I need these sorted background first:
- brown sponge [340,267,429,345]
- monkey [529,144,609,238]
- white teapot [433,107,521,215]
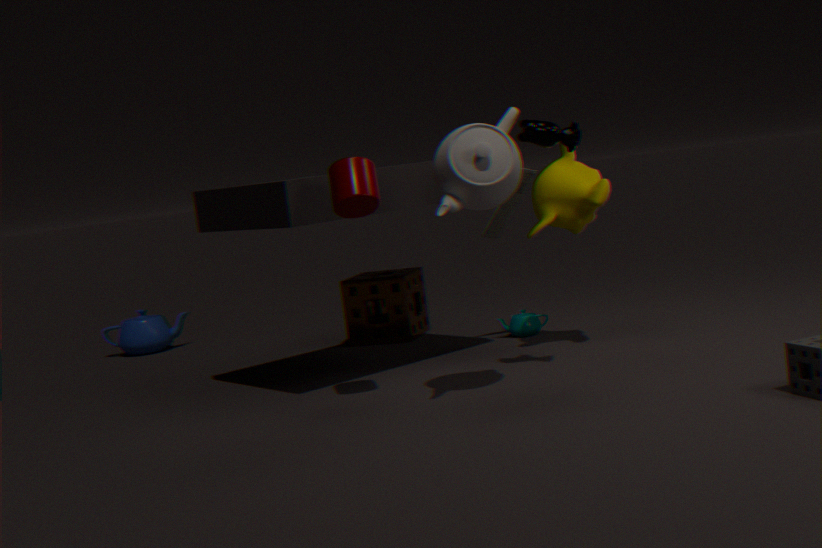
brown sponge [340,267,429,345] → monkey [529,144,609,238] → white teapot [433,107,521,215]
